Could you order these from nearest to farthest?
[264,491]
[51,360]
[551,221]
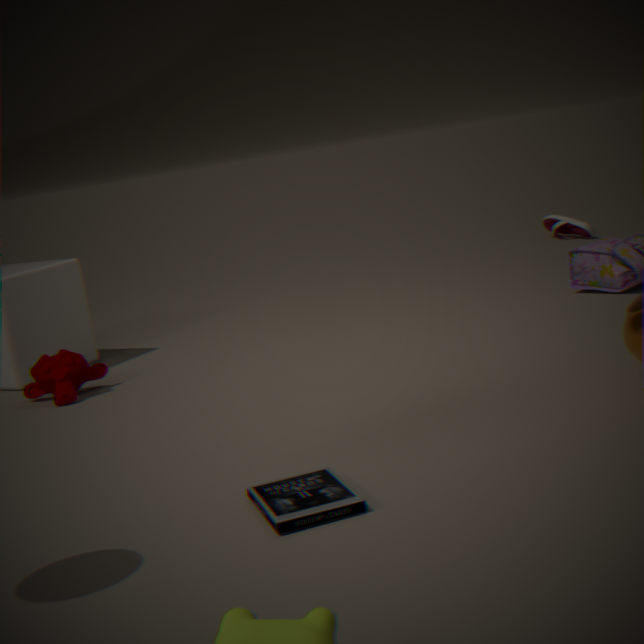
[264,491], [51,360], [551,221]
